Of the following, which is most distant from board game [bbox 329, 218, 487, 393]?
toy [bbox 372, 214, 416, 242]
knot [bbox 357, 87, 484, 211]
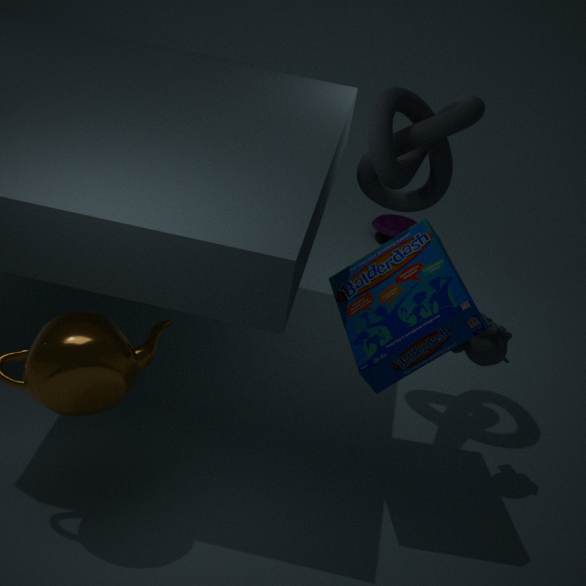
toy [bbox 372, 214, 416, 242]
